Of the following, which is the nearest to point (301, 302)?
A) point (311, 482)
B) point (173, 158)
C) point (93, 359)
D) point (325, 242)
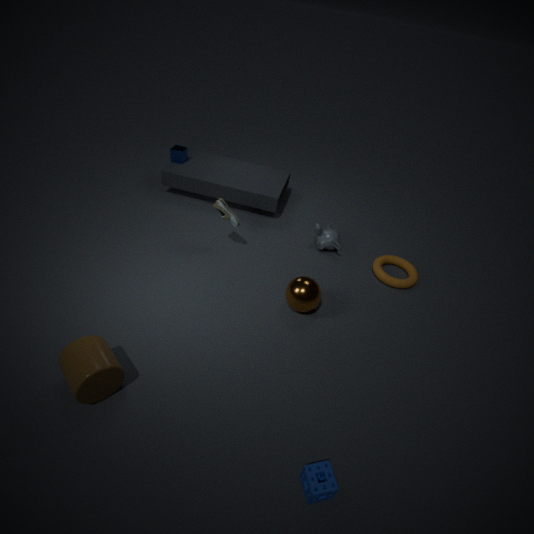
point (325, 242)
